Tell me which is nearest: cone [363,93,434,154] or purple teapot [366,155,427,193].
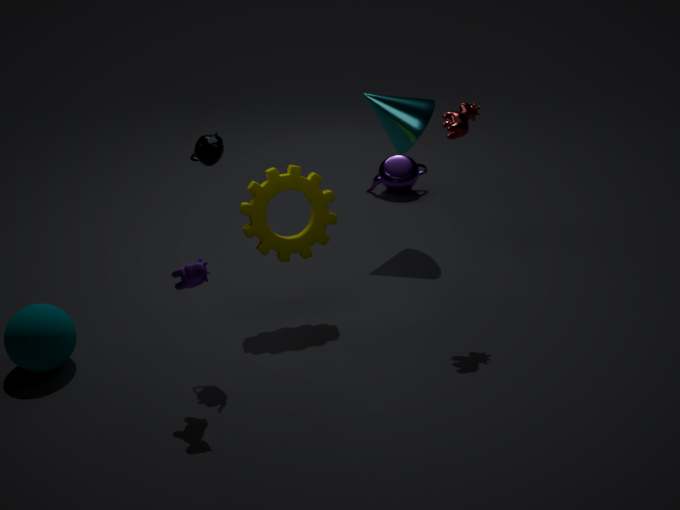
cone [363,93,434,154]
